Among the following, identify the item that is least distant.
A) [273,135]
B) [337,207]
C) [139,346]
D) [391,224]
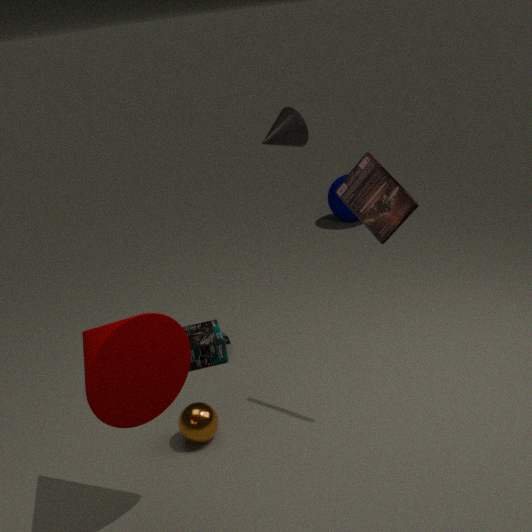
[139,346]
